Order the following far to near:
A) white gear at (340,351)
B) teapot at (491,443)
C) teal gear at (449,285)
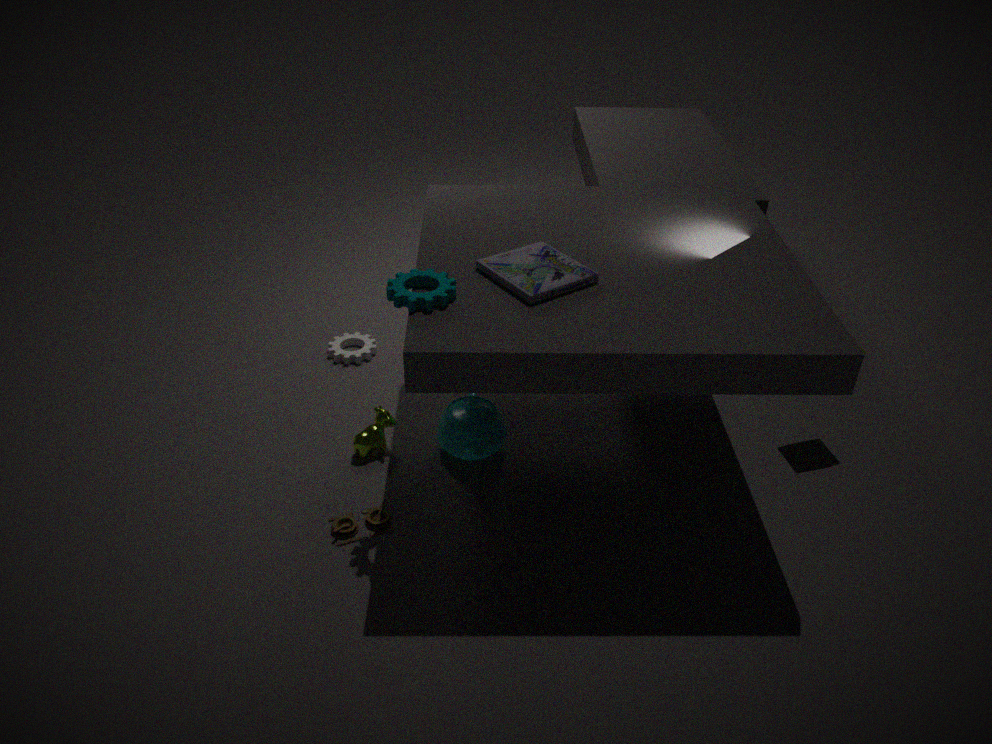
white gear at (340,351) < teapot at (491,443) < teal gear at (449,285)
